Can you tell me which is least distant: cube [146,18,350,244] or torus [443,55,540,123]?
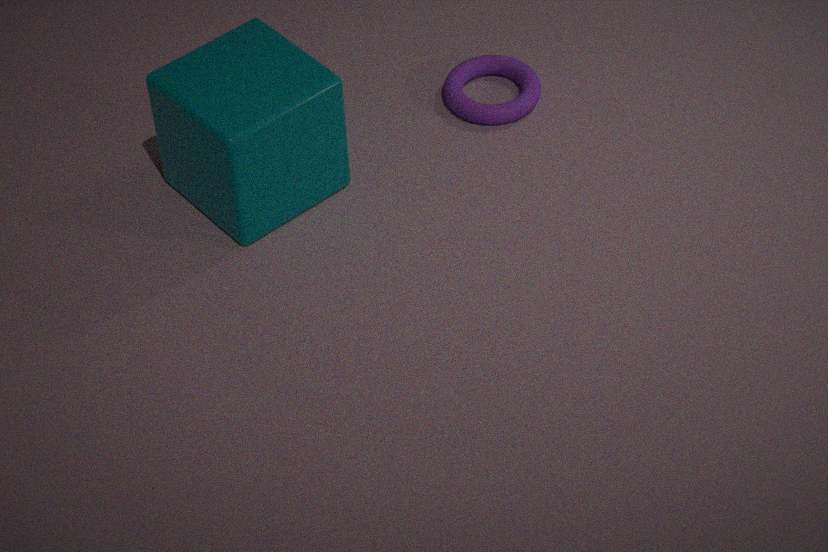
cube [146,18,350,244]
